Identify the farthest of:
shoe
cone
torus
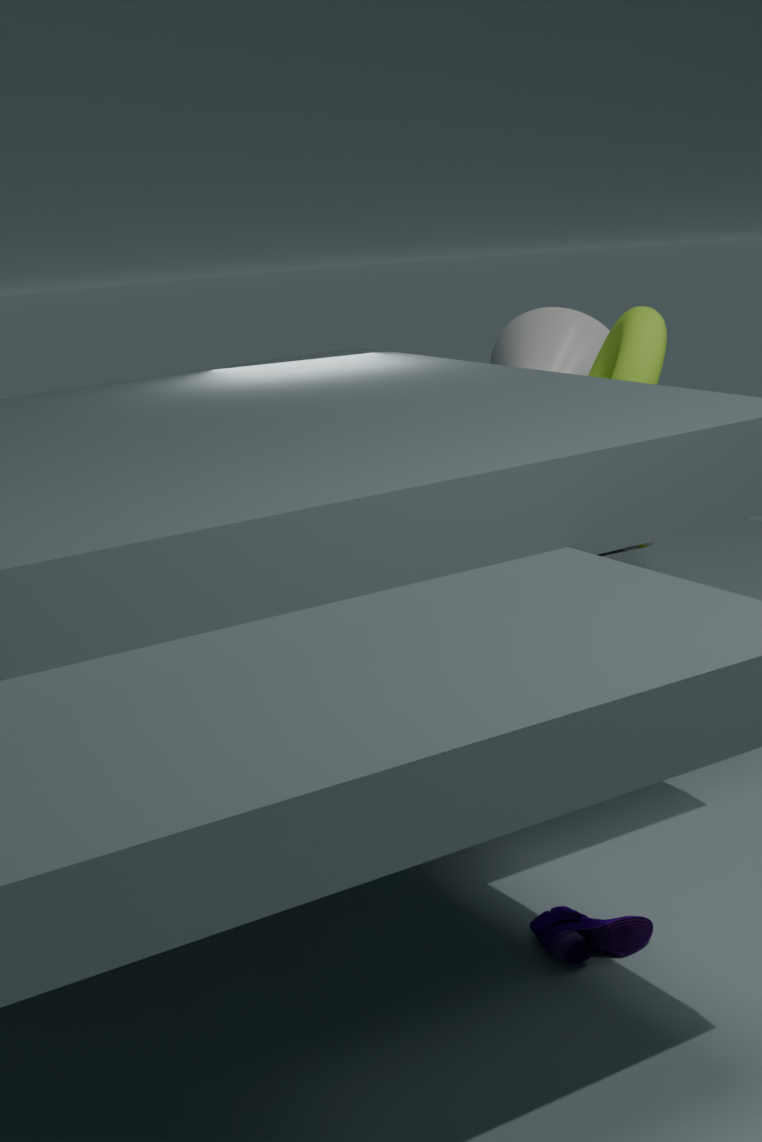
cone
